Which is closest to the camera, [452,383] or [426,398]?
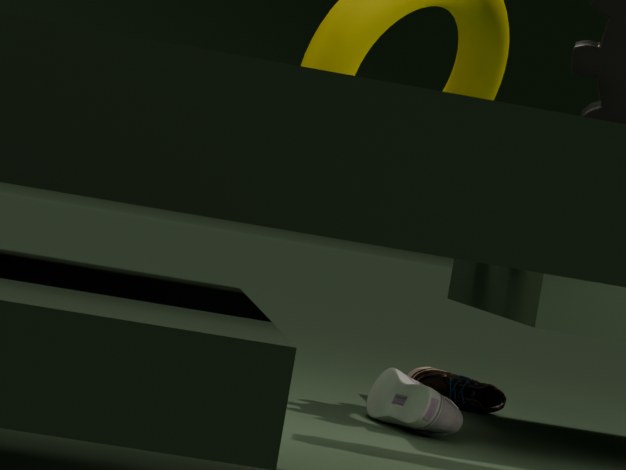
[426,398]
